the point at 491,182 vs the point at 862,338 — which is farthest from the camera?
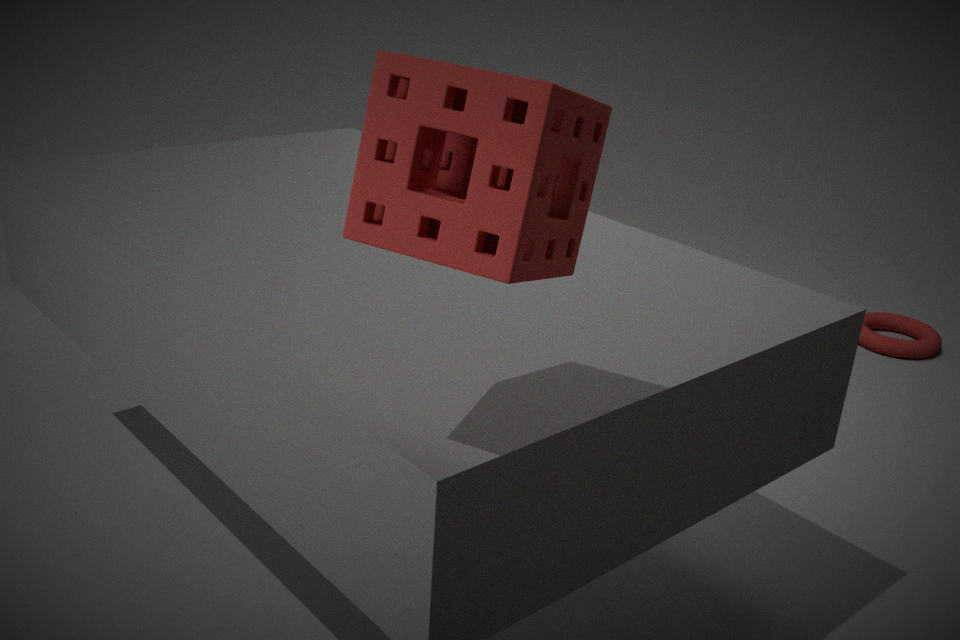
the point at 862,338
